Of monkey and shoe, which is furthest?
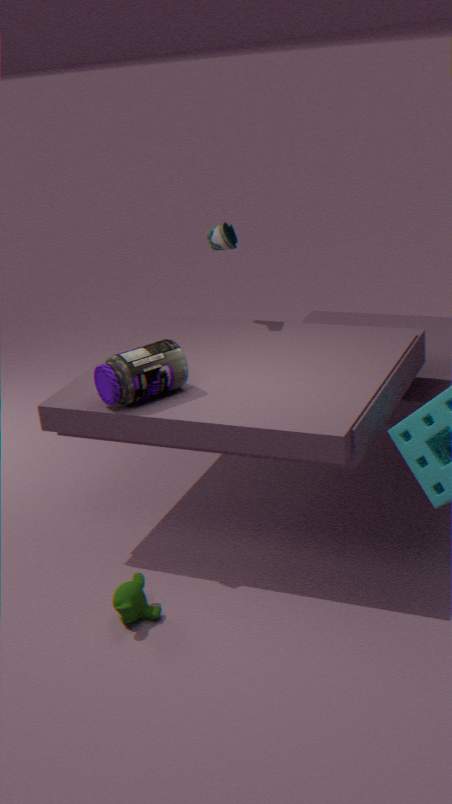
shoe
